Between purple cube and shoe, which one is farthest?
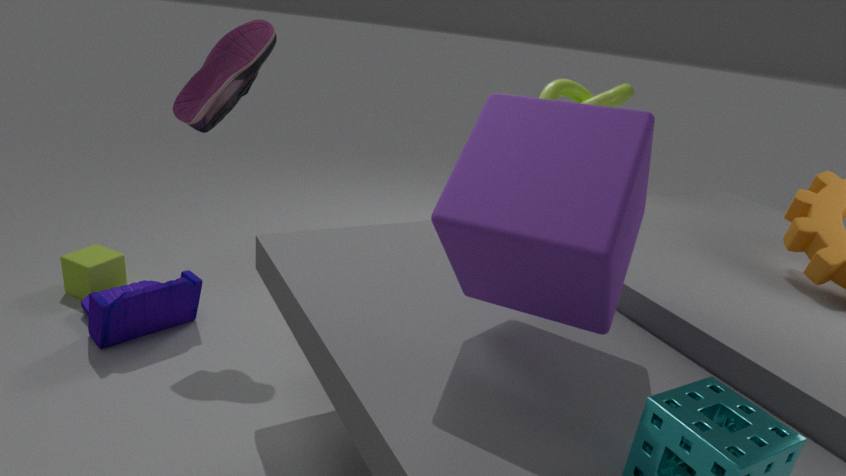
shoe
